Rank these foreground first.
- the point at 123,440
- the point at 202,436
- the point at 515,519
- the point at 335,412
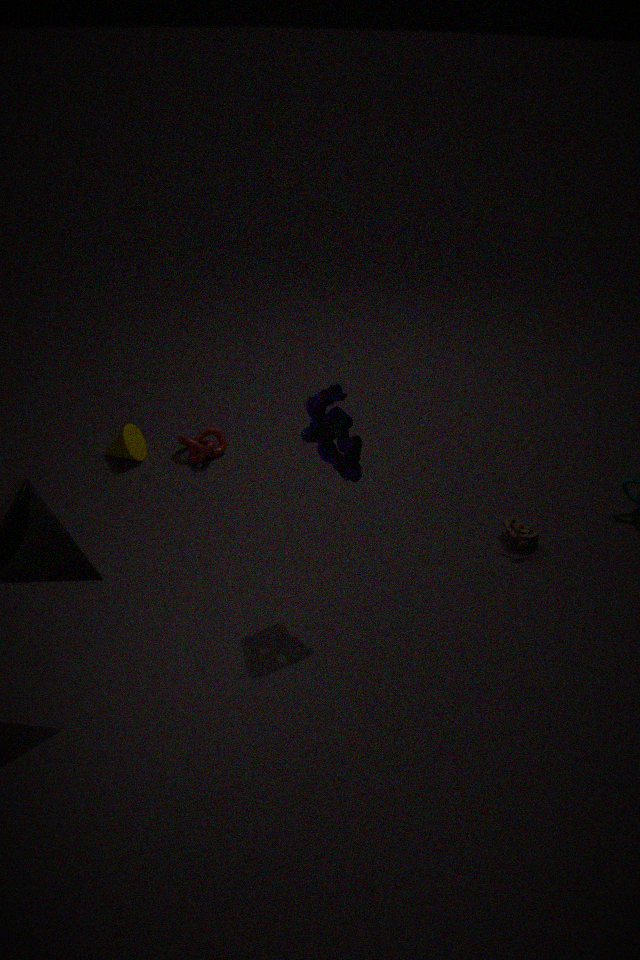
the point at 335,412
the point at 515,519
the point at 123,440
the point at 202,436
